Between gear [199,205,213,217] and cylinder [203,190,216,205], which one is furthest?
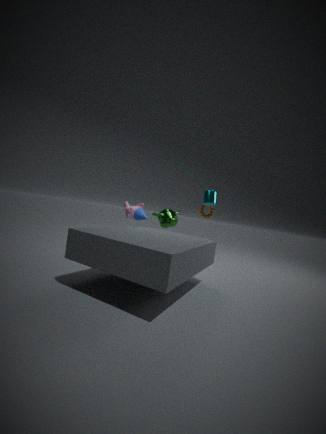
gear [199,205,213,217]
